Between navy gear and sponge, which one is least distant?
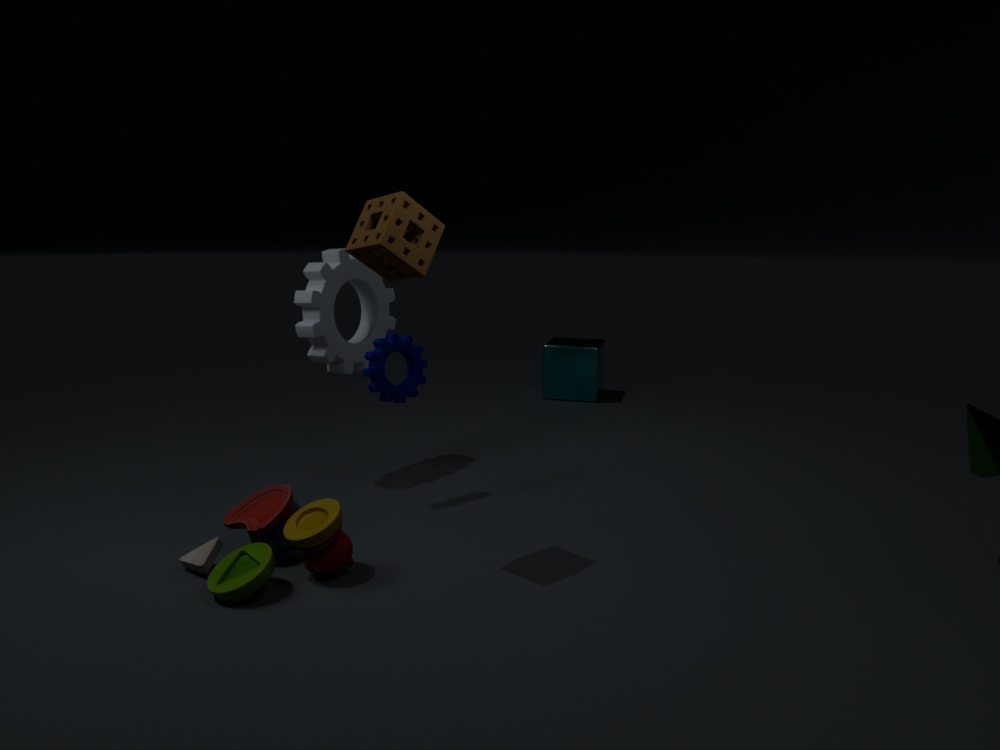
sponge
